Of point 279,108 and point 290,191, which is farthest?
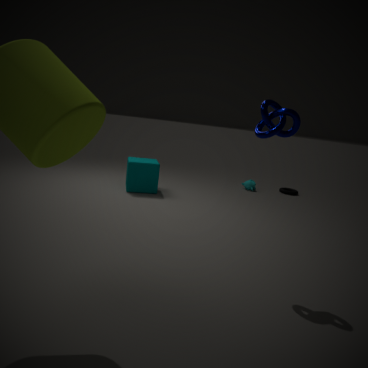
point 290,191
